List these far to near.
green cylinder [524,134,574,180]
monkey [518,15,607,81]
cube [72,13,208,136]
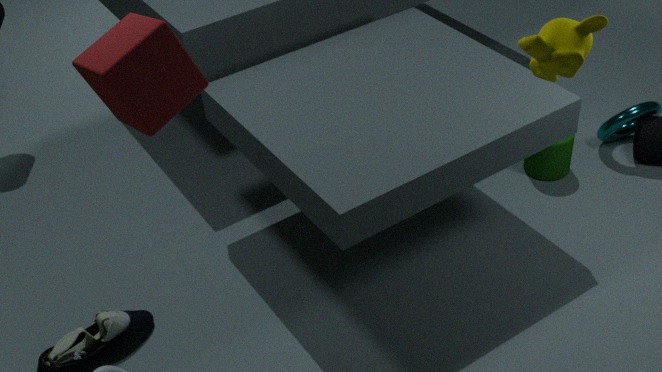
1. green cylinder [524,134,574,180]
2. monkey [518,15,607,81]
3. cube [72,13,208,136]
